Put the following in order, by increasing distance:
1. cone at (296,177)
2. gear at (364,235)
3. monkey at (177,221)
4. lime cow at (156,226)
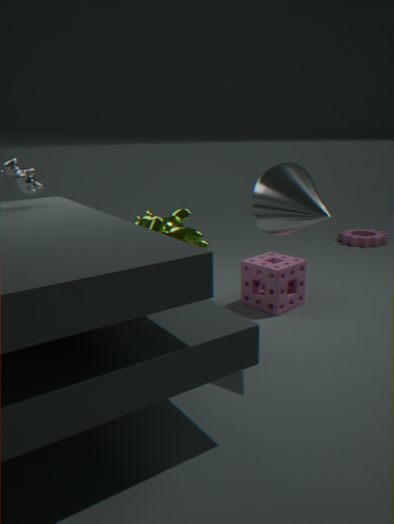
cone at (296,177) → lime cow at (156,226) → monkey at (177,221) → gear at (364,235)
